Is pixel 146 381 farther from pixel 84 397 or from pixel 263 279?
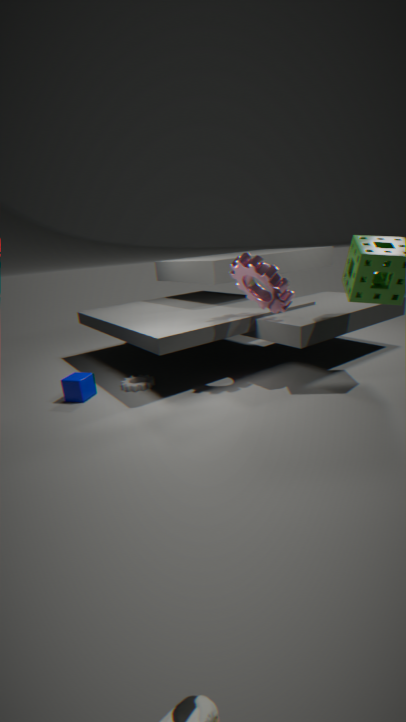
pixel 263 279
